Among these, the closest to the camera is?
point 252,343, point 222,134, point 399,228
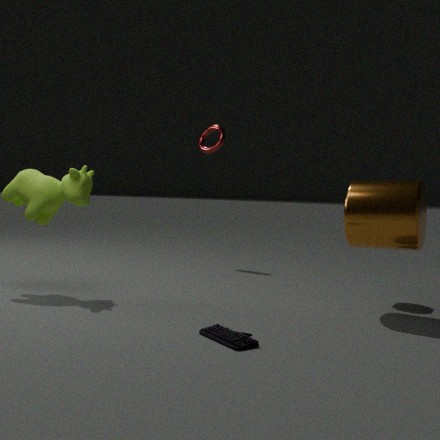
point 252,343
